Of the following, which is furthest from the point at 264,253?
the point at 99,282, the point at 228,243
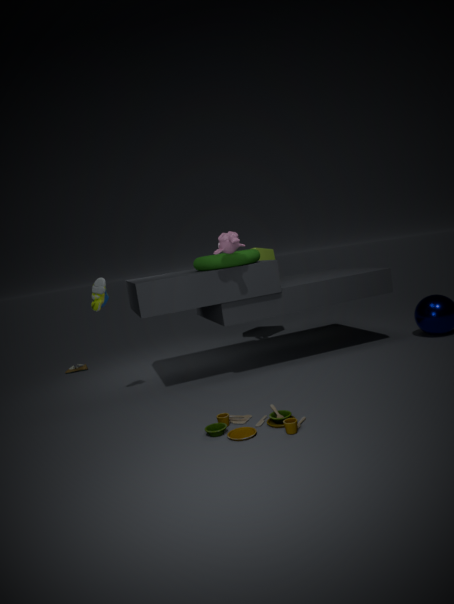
the point at 99,282
